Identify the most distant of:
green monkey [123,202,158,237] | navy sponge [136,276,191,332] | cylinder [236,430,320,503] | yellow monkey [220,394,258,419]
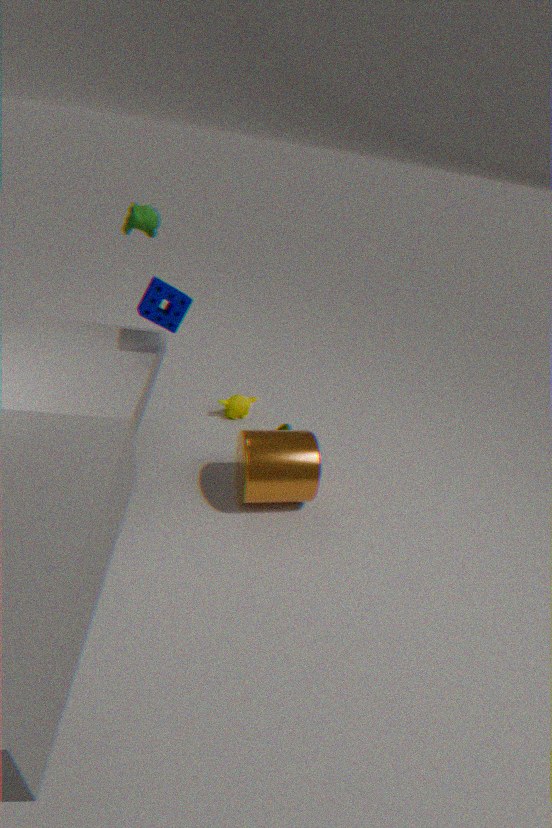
yellow monkey [220,394,258,419]
